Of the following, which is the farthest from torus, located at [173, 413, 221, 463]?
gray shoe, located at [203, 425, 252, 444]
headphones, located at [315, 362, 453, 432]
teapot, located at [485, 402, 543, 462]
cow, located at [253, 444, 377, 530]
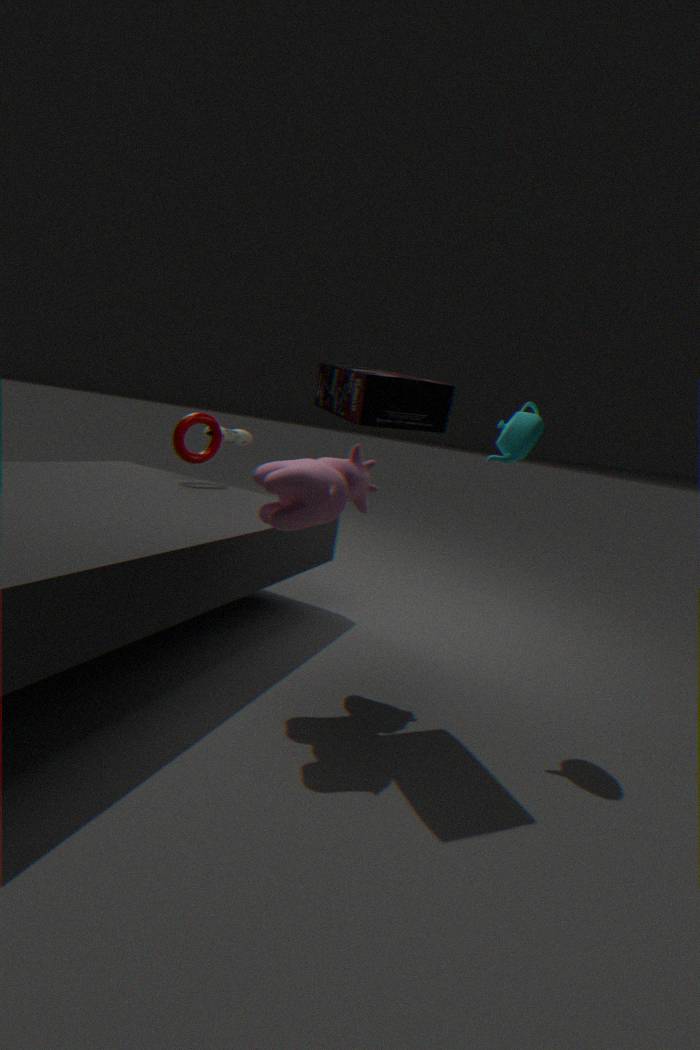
teapot, located at [485, 402, 543, 462]
